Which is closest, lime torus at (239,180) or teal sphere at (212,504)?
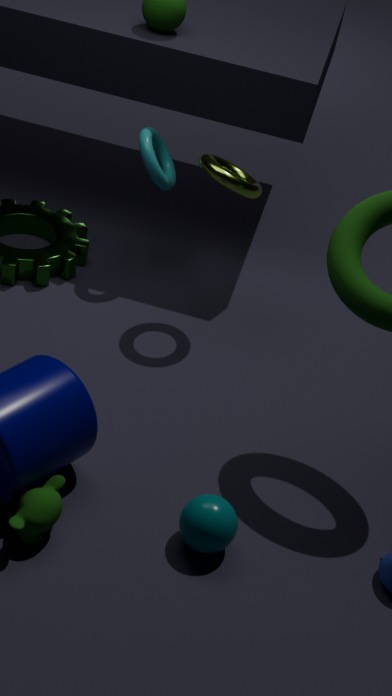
teal sphere at (212,504)
